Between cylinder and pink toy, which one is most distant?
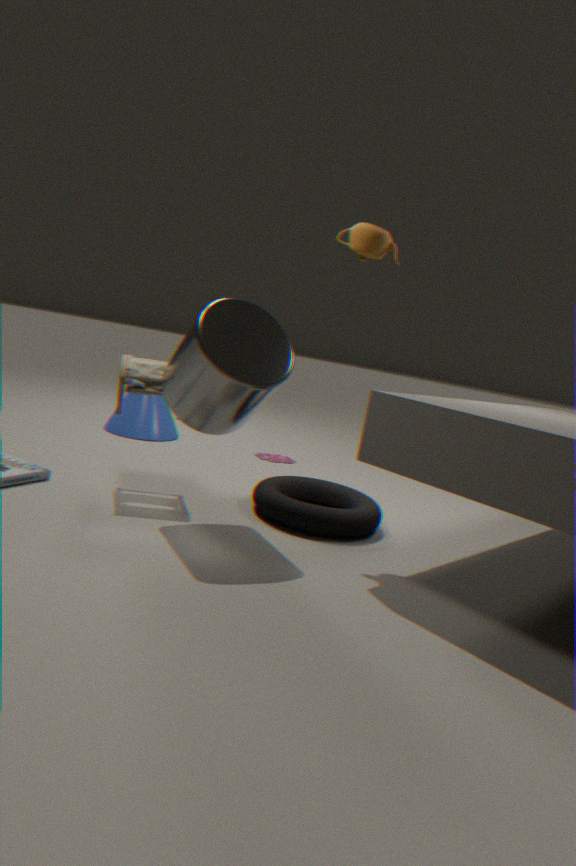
pink toy
